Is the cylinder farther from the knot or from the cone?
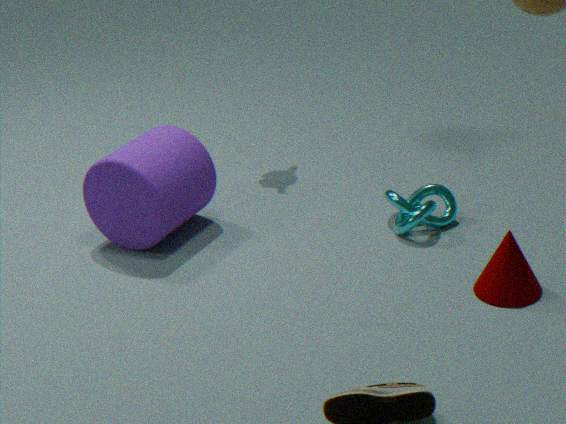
the cone
